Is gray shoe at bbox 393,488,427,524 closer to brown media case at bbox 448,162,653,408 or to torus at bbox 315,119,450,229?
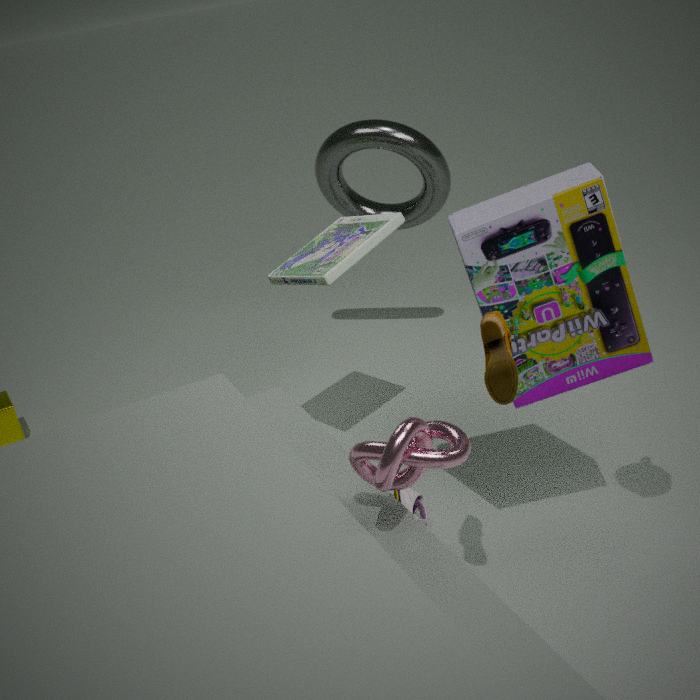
brown media case at bbox 448,162,653,408
